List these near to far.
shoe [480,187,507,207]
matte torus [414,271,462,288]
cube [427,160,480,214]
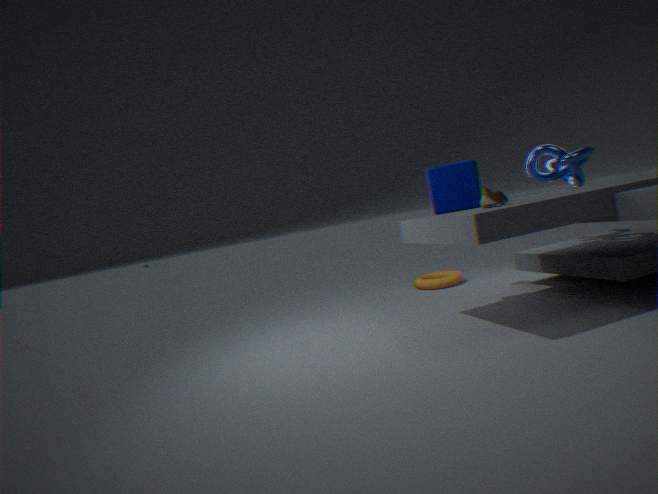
1. shoe [480,187,507,207]
2. cube [427,160,480,214]
3. matte torus [414,271,462,288]
